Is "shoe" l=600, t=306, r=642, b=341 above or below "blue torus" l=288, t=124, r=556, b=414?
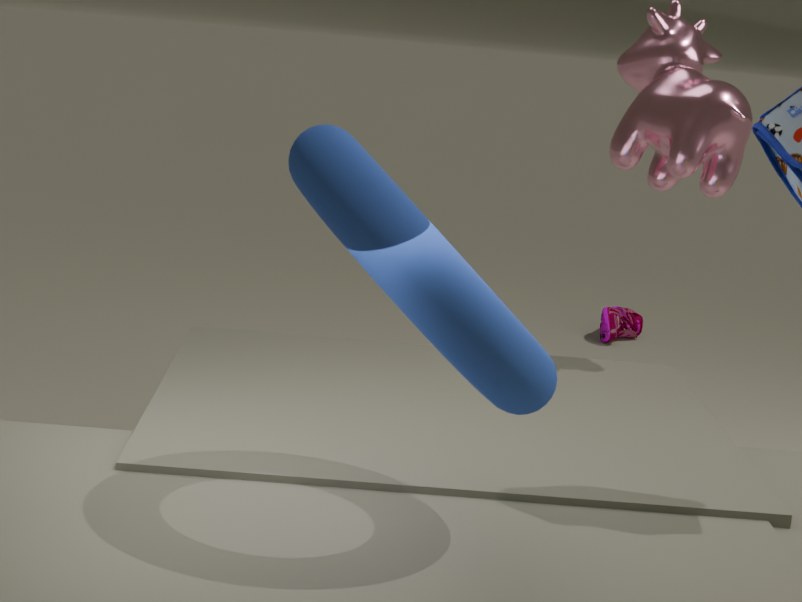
below
